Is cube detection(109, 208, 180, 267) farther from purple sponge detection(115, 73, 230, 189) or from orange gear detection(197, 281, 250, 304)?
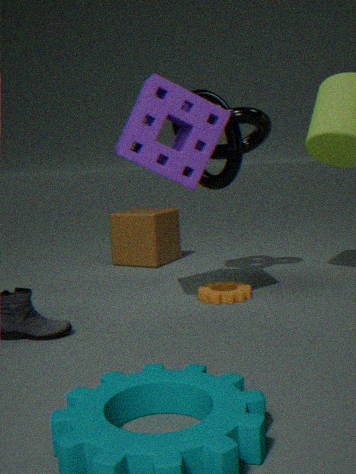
purple sponge detection(115, 73, 230, 189)
